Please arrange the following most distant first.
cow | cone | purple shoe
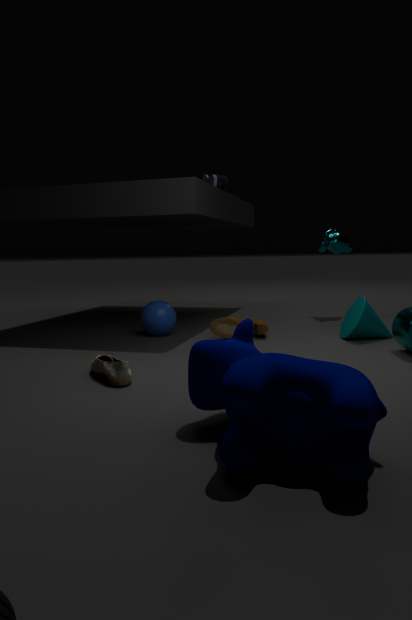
1. purple shoe
2. cone
3. cow
